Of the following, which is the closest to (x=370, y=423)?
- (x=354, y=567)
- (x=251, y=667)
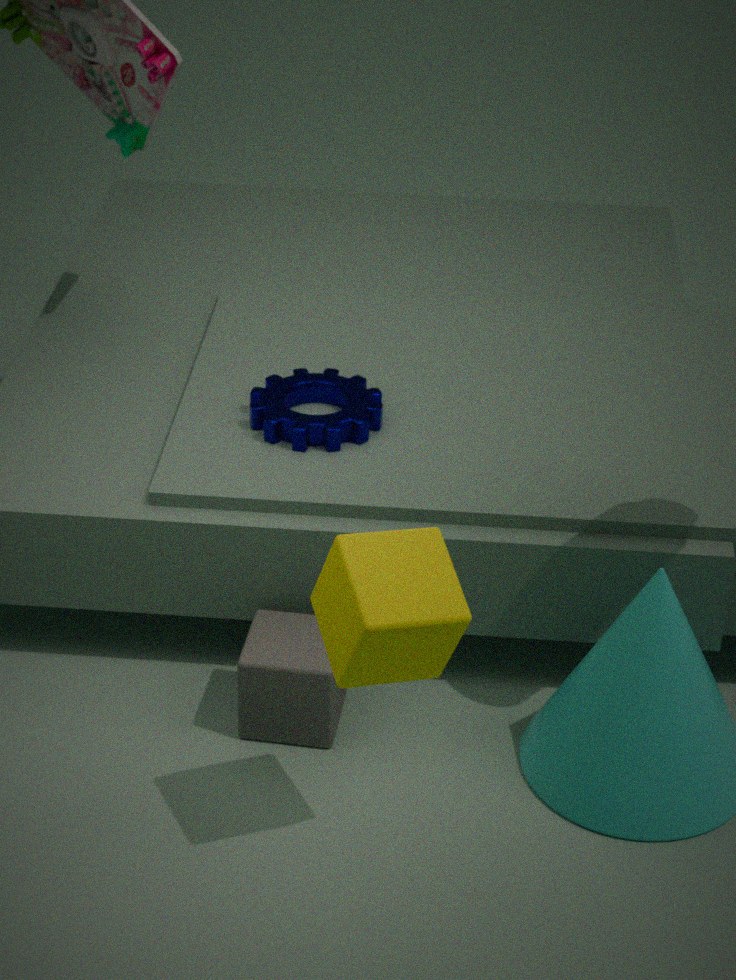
(x=251, y=667)
